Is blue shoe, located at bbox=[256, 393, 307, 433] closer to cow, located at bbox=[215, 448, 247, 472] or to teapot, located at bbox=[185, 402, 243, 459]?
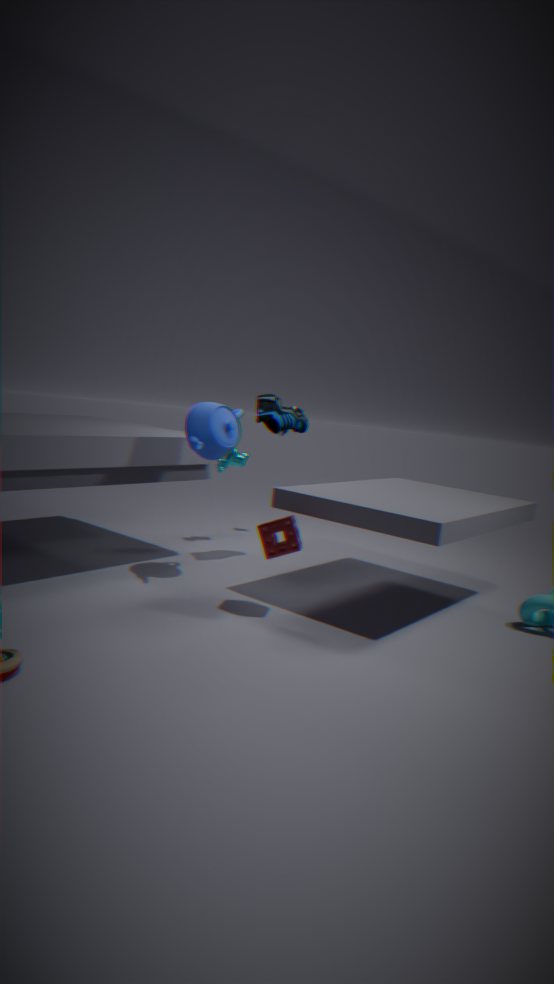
teapot, located at bbox=[185, 402, 243, 459]
